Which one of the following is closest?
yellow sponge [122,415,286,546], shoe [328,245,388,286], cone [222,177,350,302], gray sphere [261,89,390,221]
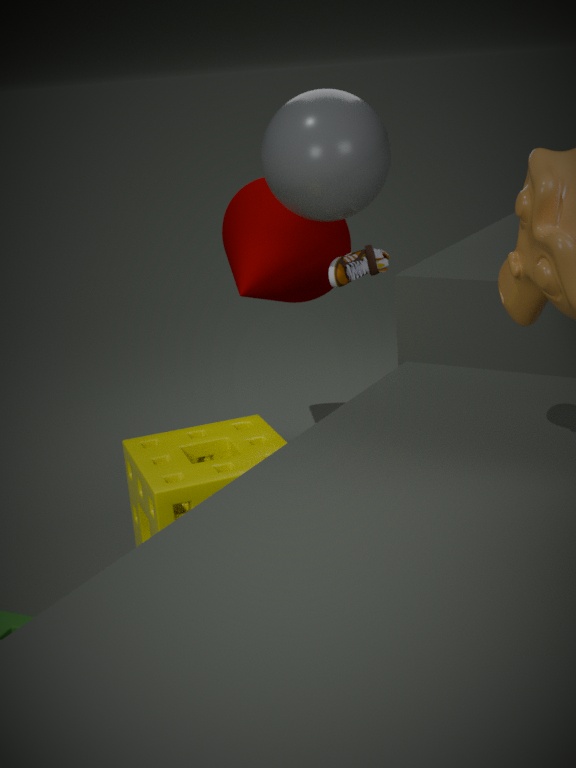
yellow sponge [122,415,286,546]
